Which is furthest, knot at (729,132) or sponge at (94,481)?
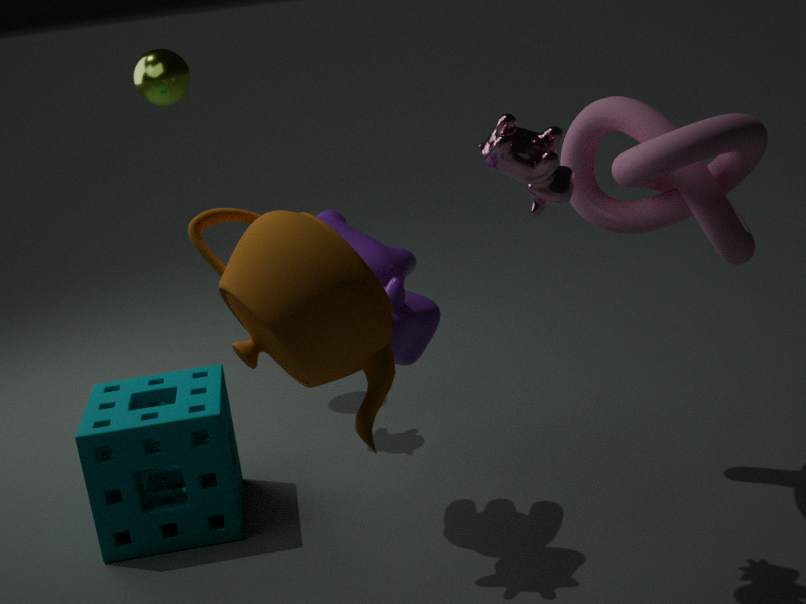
sponge at (94,481)
